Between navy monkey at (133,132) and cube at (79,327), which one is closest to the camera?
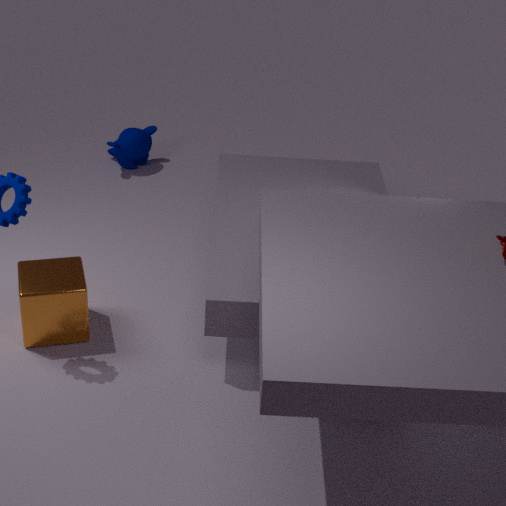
cube at (79,327)
